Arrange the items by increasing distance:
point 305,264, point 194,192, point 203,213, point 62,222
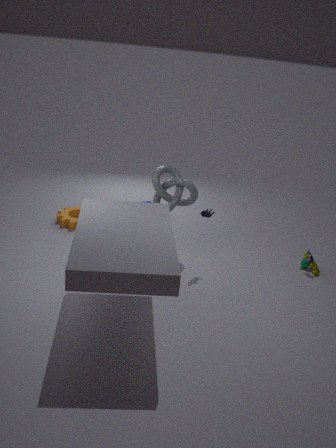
point 203,213 → point 194,192 → point 305,264 → point 62,222
